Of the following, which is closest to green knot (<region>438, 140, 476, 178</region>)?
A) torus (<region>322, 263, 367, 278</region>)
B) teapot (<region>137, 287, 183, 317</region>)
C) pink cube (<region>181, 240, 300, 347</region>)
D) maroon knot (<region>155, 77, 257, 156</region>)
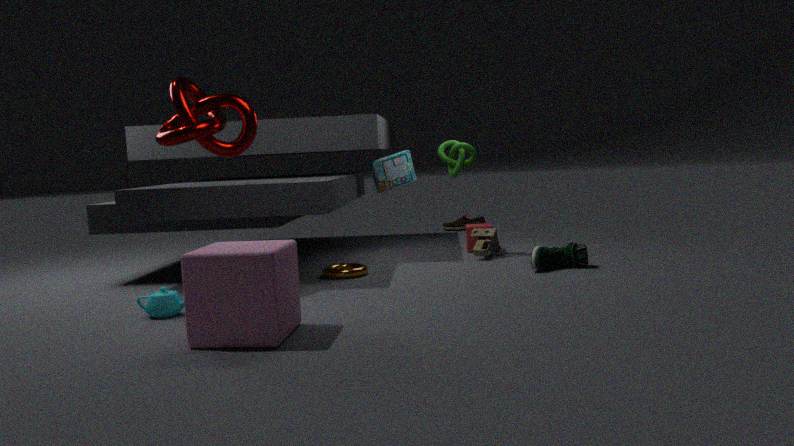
torus (<region>322, 263, 367, 278</region>)
